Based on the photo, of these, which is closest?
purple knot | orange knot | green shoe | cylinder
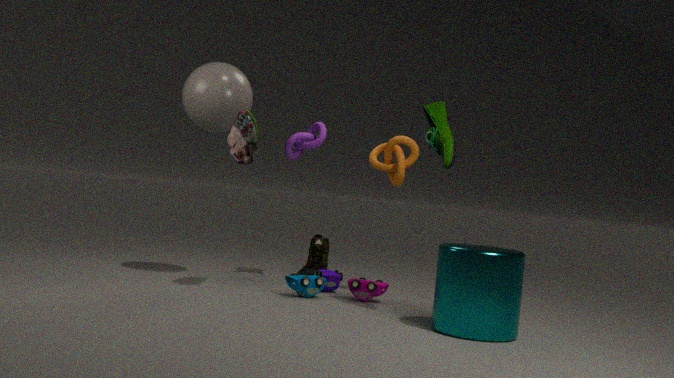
cylinder
